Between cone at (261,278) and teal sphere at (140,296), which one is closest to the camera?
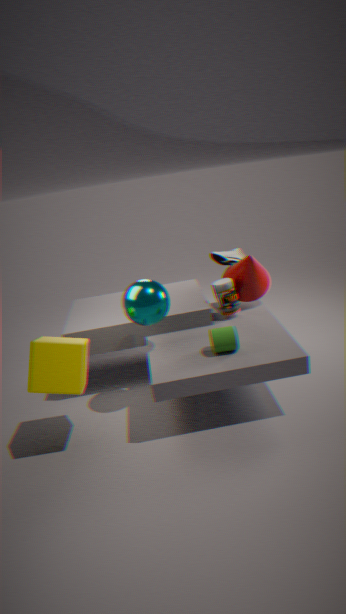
teal sphere at (140,296)
